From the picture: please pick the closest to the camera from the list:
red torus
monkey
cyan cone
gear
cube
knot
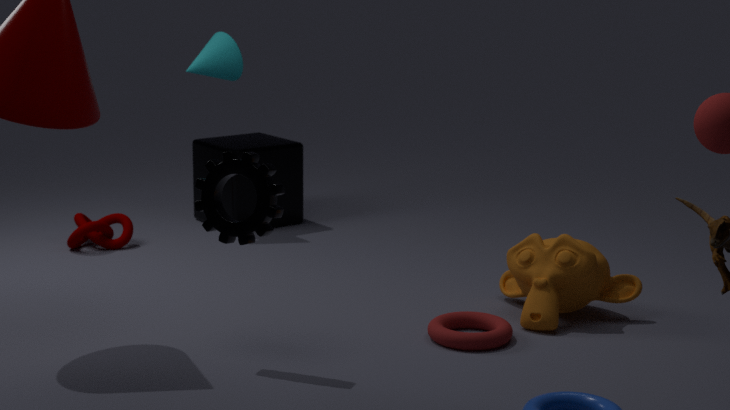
gear
